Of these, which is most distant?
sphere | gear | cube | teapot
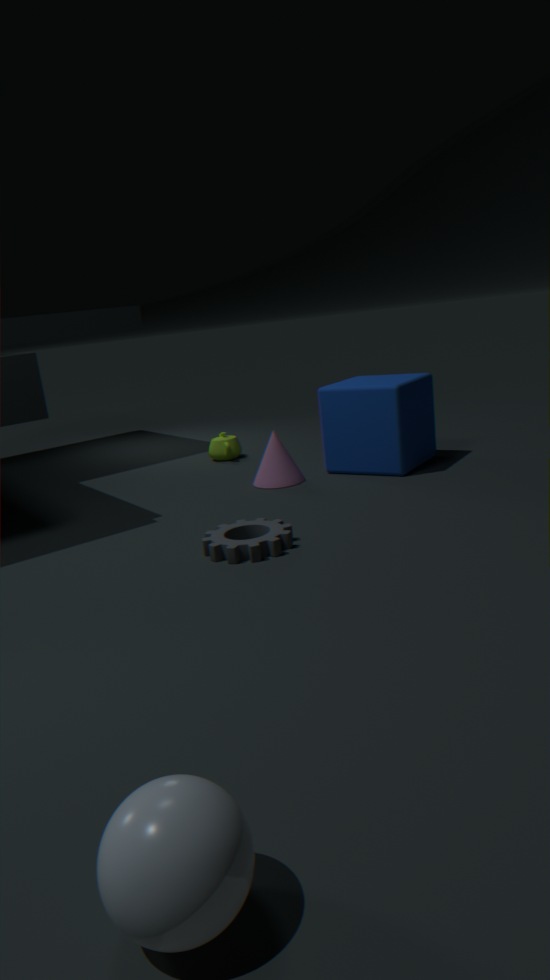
teapot
